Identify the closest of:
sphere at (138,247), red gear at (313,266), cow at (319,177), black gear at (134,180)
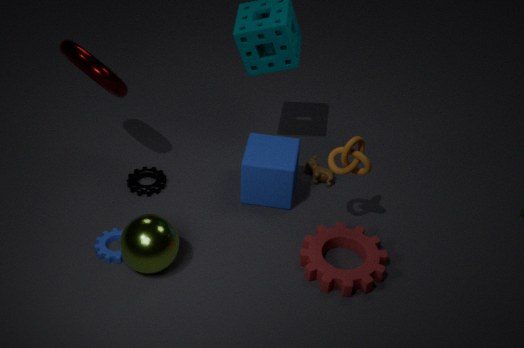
sphere at (138,247)
